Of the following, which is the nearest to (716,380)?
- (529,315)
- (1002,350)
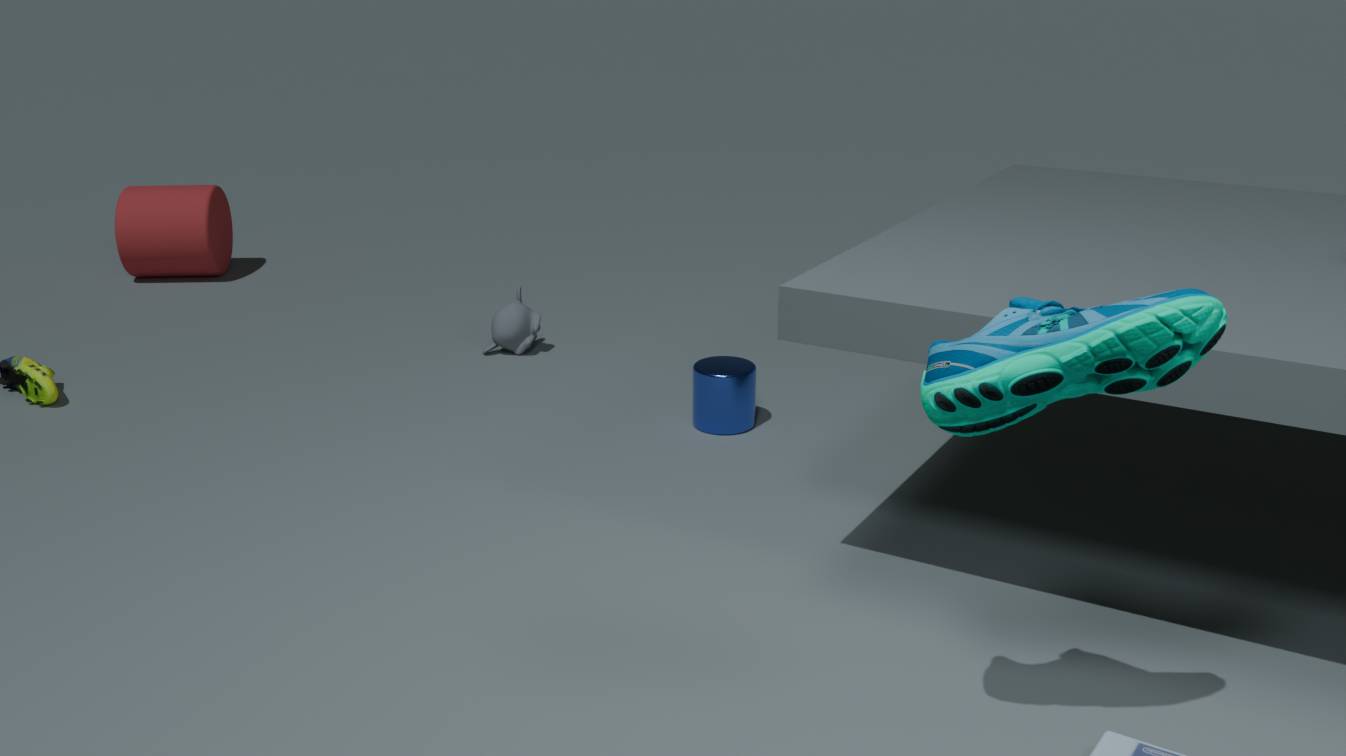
(529,315)
